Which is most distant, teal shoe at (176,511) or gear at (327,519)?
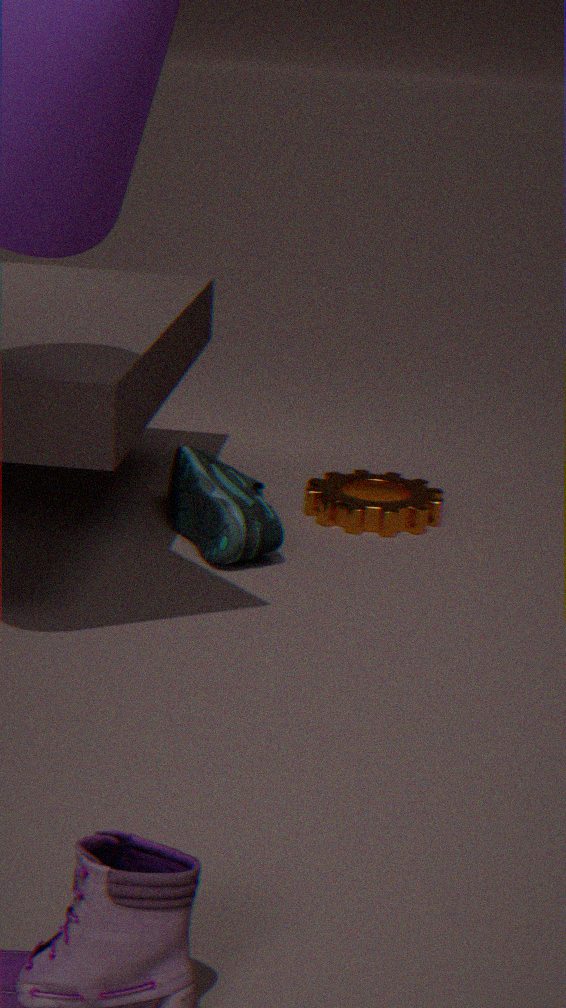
gear at (327,519)
